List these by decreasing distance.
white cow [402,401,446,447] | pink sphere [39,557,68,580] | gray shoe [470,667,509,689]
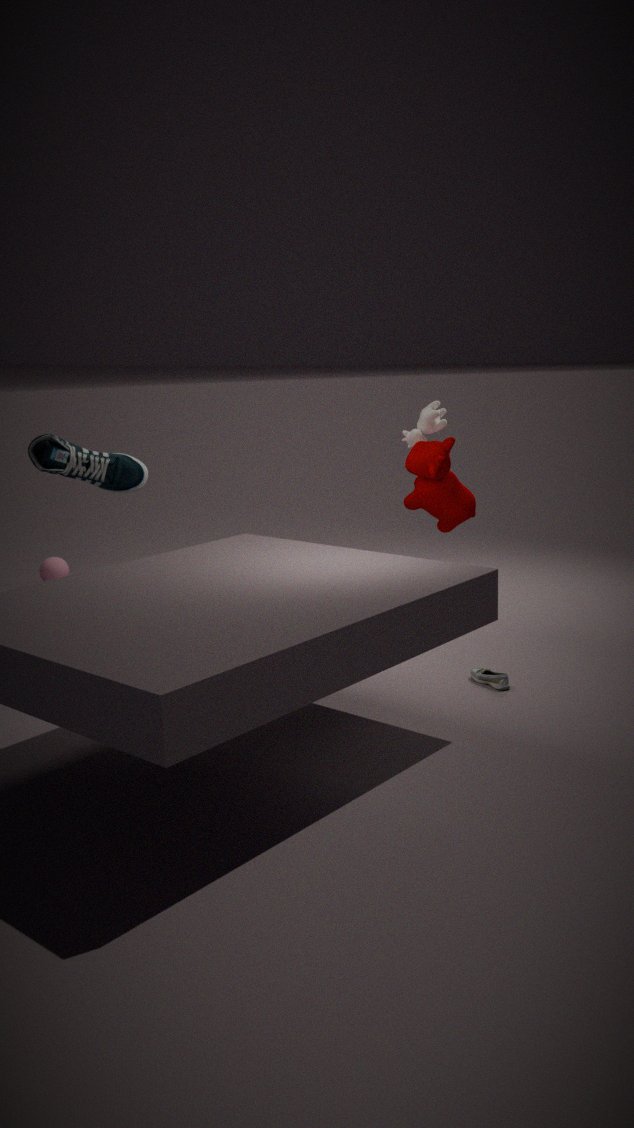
pink sphere [39,557,68,580], white cow [402,401,446,447], gray shoe [470,667,509,689]
